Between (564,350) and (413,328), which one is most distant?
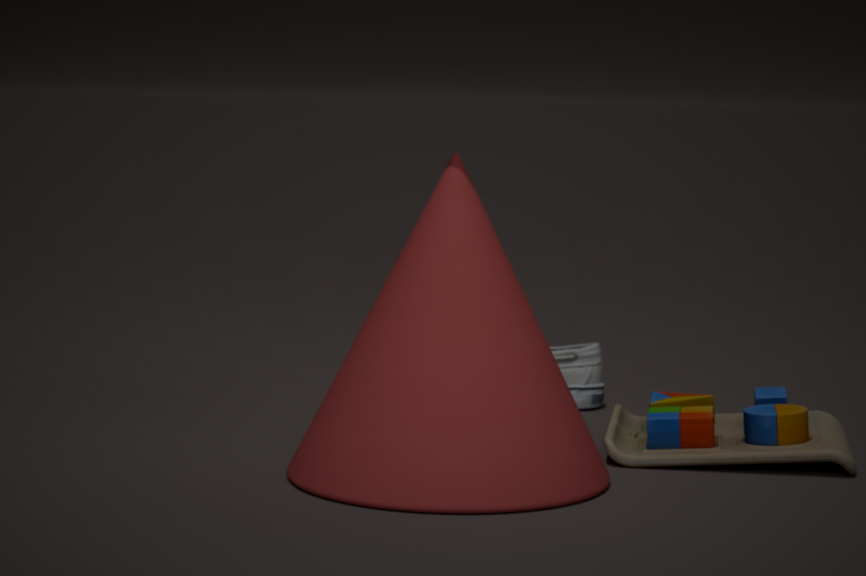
(564,350)
